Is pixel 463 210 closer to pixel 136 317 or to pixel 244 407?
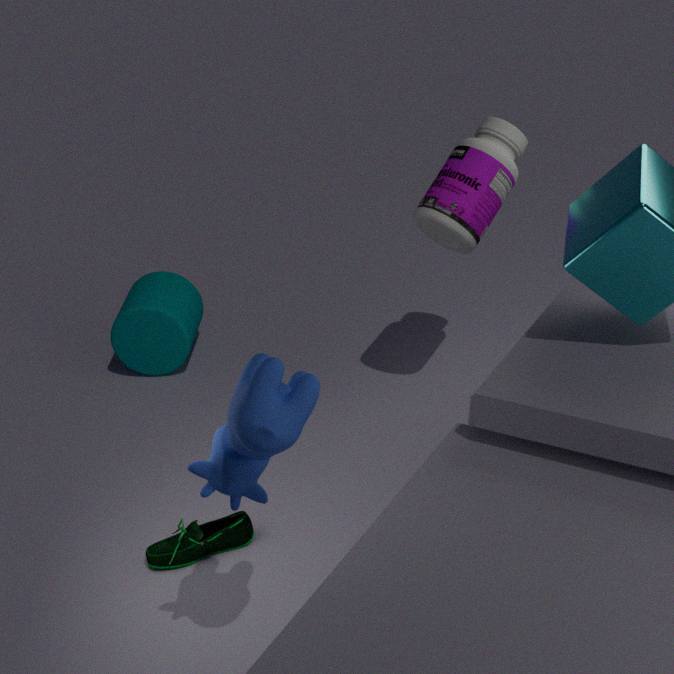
pixel 136 317
